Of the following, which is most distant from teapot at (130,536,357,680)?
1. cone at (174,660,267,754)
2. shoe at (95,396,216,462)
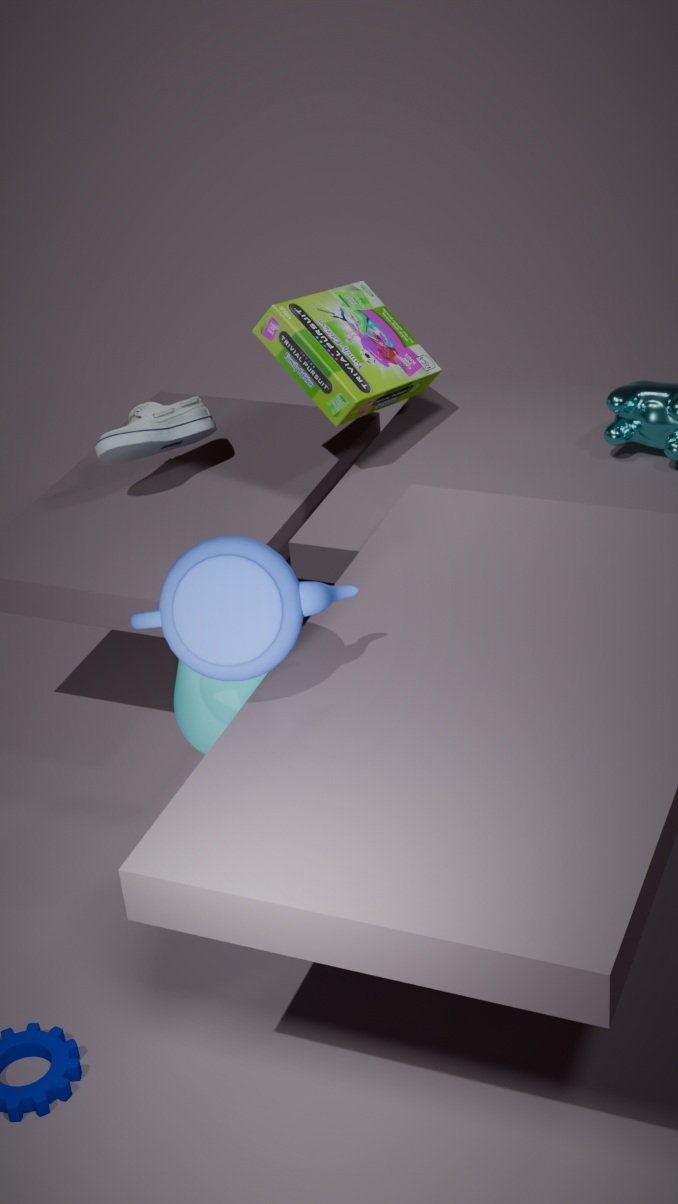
shoe at (95,396,216,462)
